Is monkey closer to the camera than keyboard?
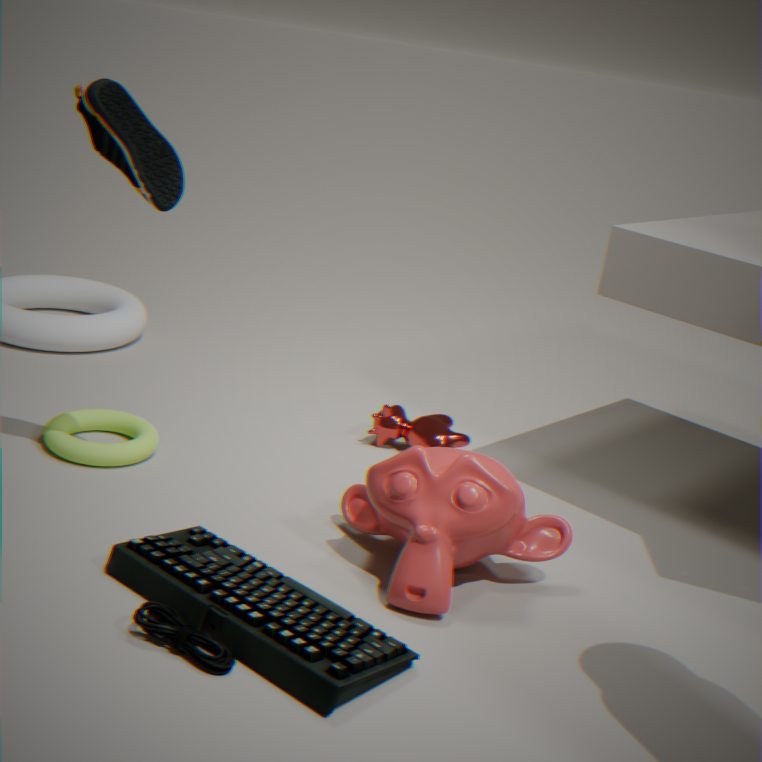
No
